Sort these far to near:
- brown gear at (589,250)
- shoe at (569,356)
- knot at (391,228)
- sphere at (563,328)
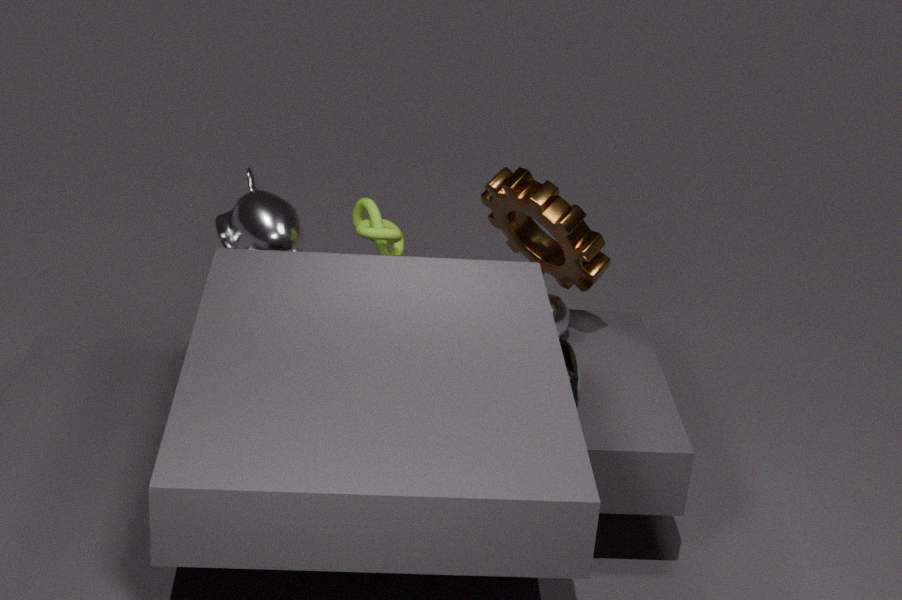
sphere at (563,328) < knot at (391,228) < brown gear at (589,250) < shoe at (569,356)
